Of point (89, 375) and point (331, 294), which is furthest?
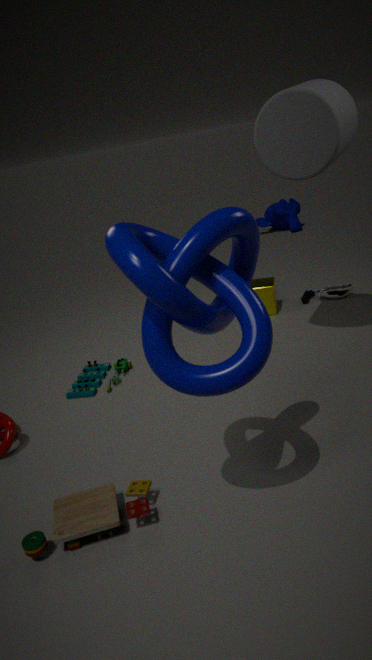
point (331, 294)
